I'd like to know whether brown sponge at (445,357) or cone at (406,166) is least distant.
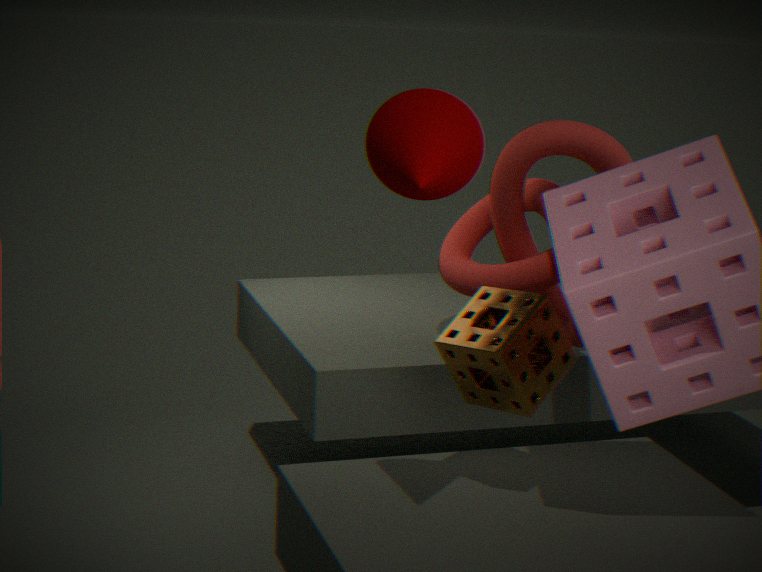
cone at (406,166)
